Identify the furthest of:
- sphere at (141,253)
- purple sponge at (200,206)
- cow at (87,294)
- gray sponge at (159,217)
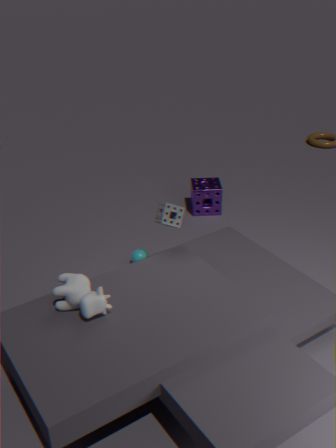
purple sponge at (200,206)
